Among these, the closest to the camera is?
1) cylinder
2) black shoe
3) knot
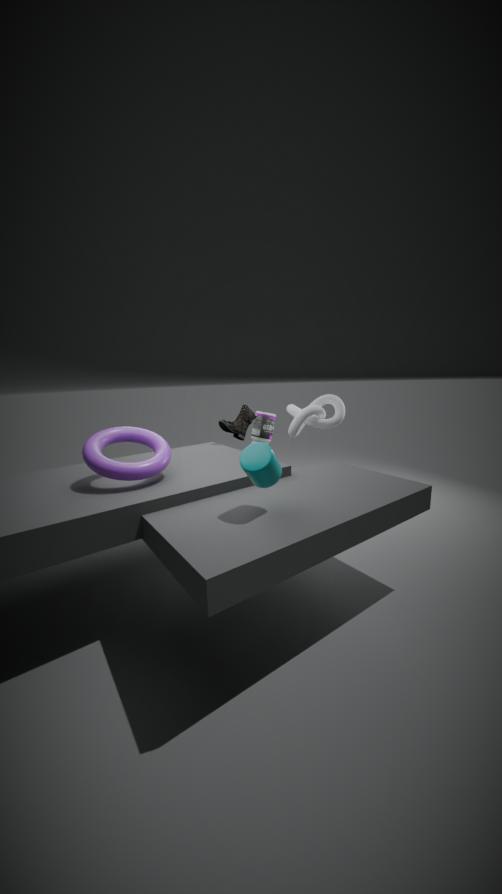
1. cylinder
